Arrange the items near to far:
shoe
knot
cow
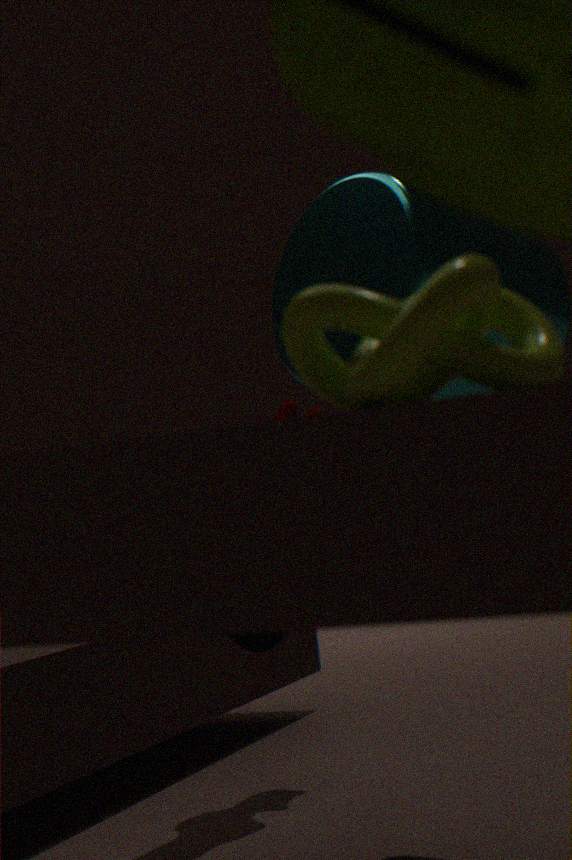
knot, cow, shoe
